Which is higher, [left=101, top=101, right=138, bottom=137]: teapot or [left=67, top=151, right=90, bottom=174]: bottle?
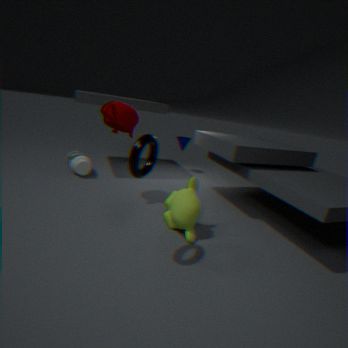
[left=101, top=101, right=138, bottom=137]: teapot
